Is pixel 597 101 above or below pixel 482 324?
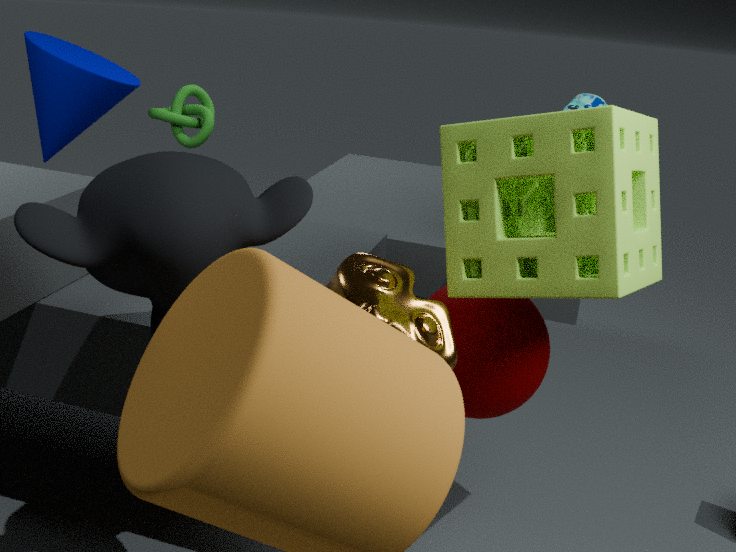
above
